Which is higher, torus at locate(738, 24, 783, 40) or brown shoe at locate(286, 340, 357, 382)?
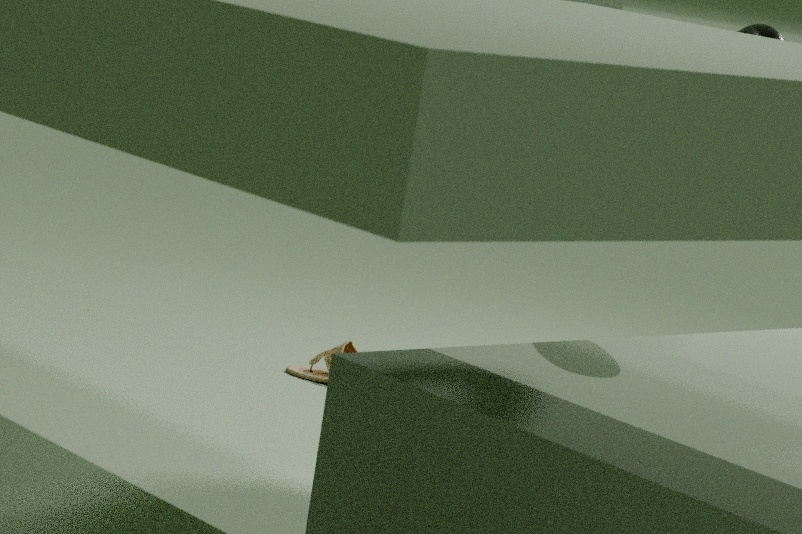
torus at locate(738, 24, 783, 40)
